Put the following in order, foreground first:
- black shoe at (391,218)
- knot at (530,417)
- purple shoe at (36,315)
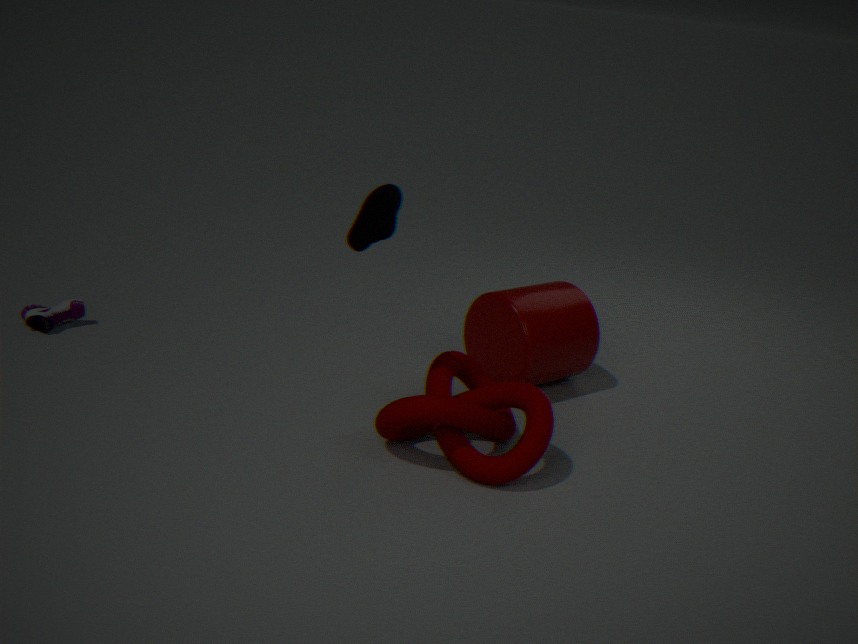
black shoe at (391,218)
knot at (530,417)
purple shoe at (36,315)
